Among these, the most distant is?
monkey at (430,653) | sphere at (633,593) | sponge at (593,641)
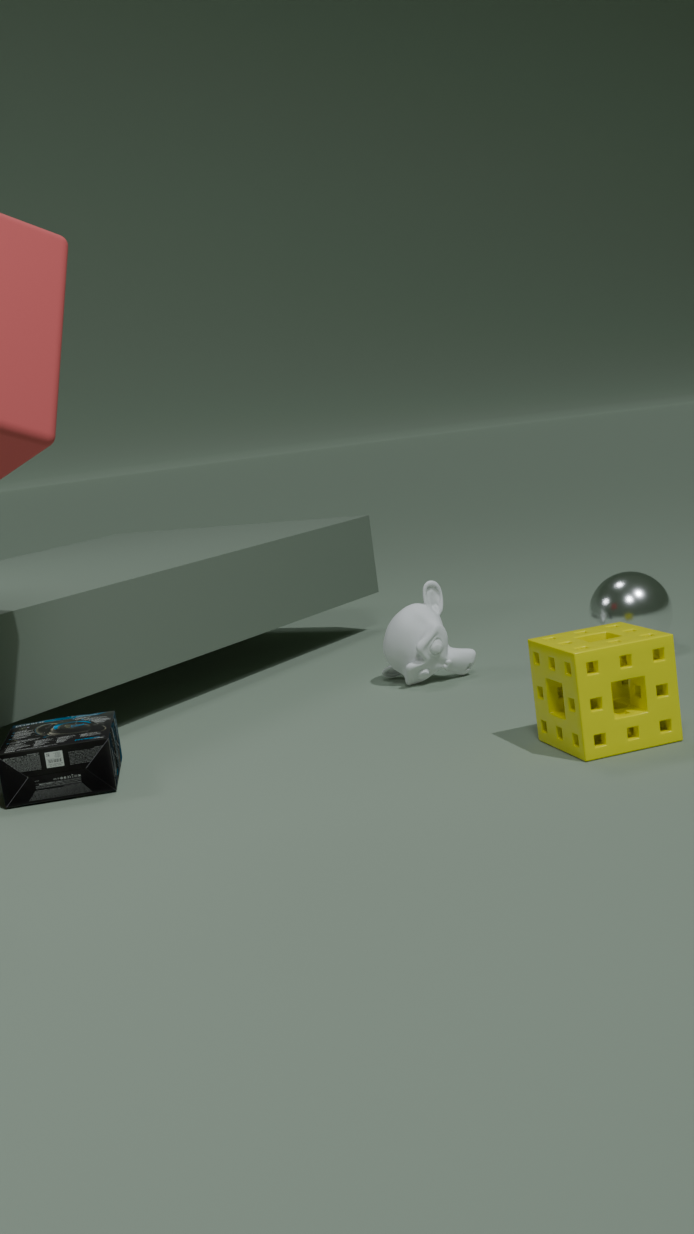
sphere at (633,593)
